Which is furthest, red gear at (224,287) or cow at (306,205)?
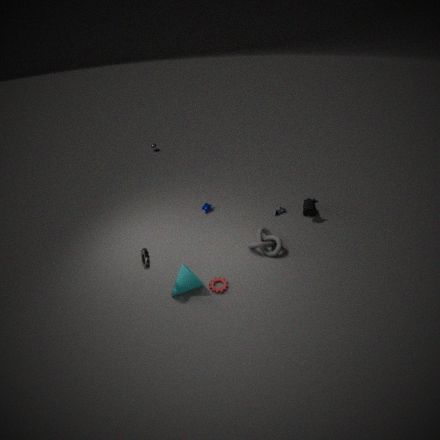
cow at (306,205)
